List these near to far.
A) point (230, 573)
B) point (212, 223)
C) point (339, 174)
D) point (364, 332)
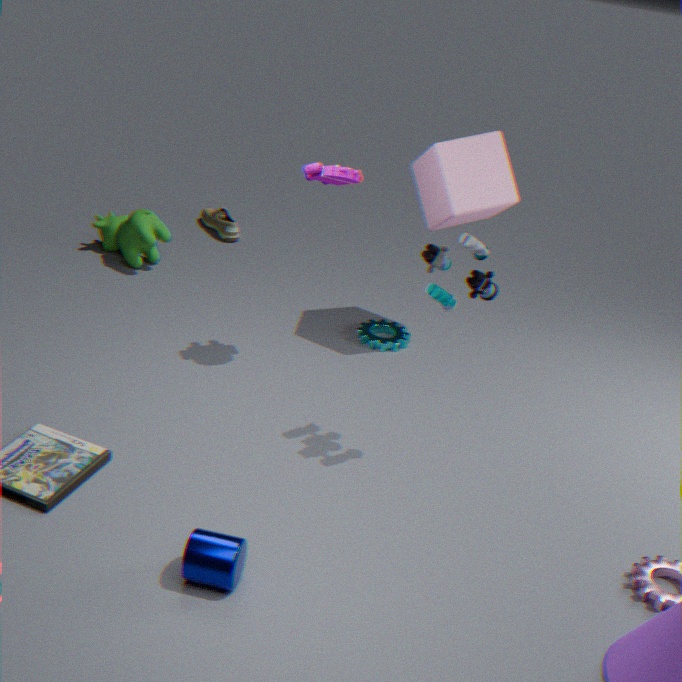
point (230, 573), point (339, 174), point (364, 332), point (212, 223)
